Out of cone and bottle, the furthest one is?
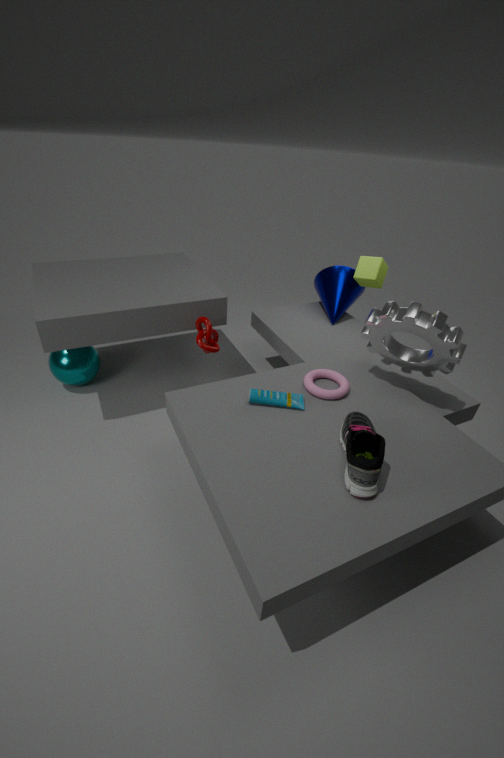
cone
